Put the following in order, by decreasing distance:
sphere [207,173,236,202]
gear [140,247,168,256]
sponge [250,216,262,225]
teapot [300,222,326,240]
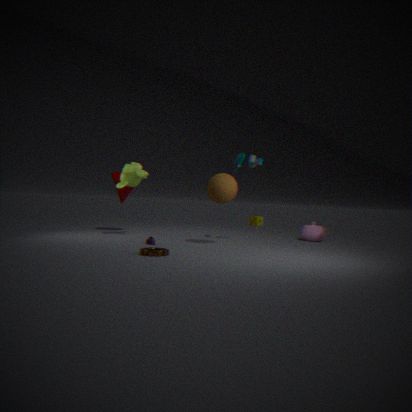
sponge [250,216,262,225]
teapot [300,222,326,240]
sphere [207,173,236,202]
gear [140,247,168,256]
